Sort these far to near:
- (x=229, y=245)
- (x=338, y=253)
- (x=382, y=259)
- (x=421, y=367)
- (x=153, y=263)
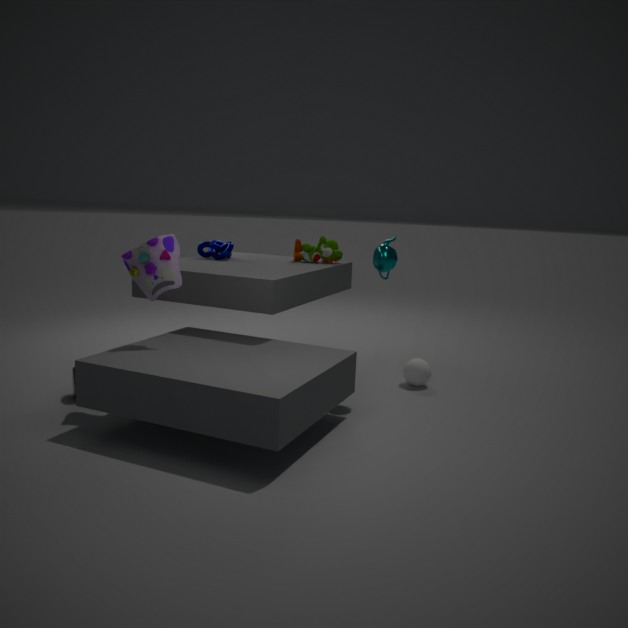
(x=338, y=253) < (x=229, y=245) < (x=421, y=367) < (x=382, y=259) < (x=153, y=263)
